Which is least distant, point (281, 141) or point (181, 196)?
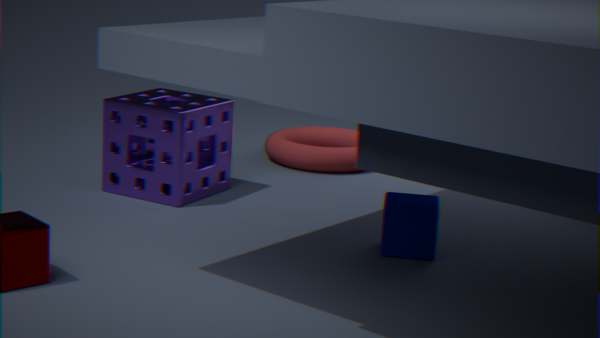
point (181, 196)
